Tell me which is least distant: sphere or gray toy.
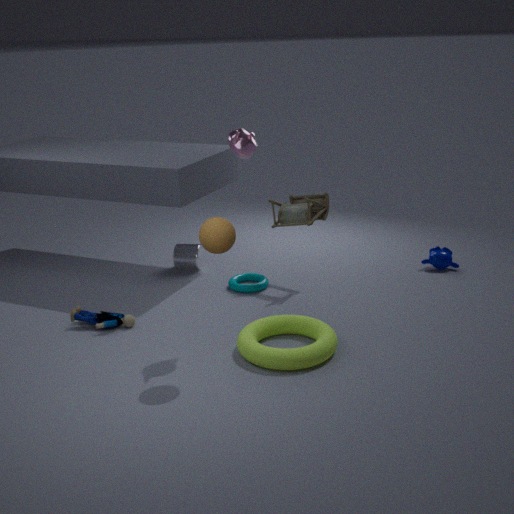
sphere
